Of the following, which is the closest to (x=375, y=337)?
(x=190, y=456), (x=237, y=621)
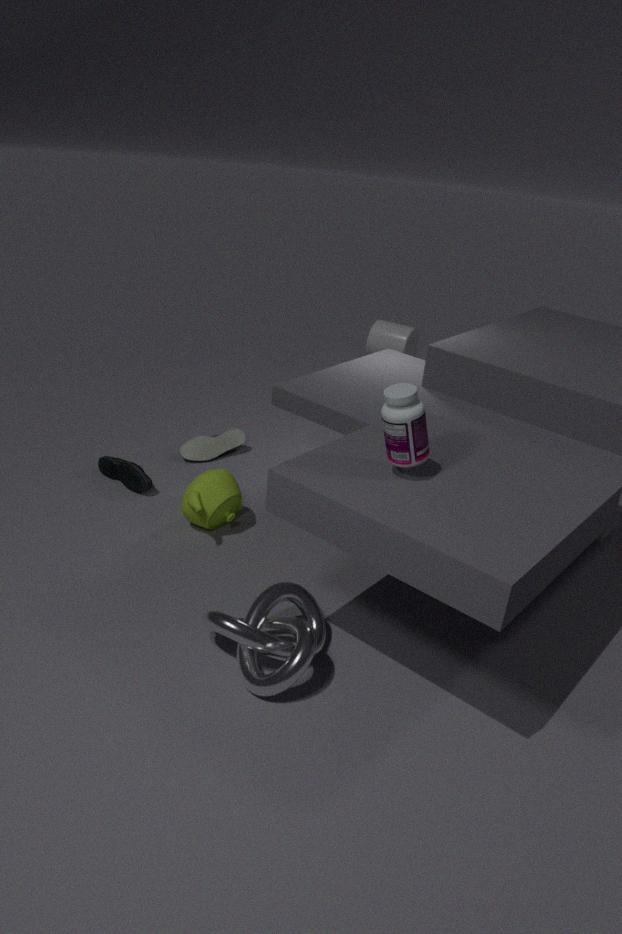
(x=190, y=456)
